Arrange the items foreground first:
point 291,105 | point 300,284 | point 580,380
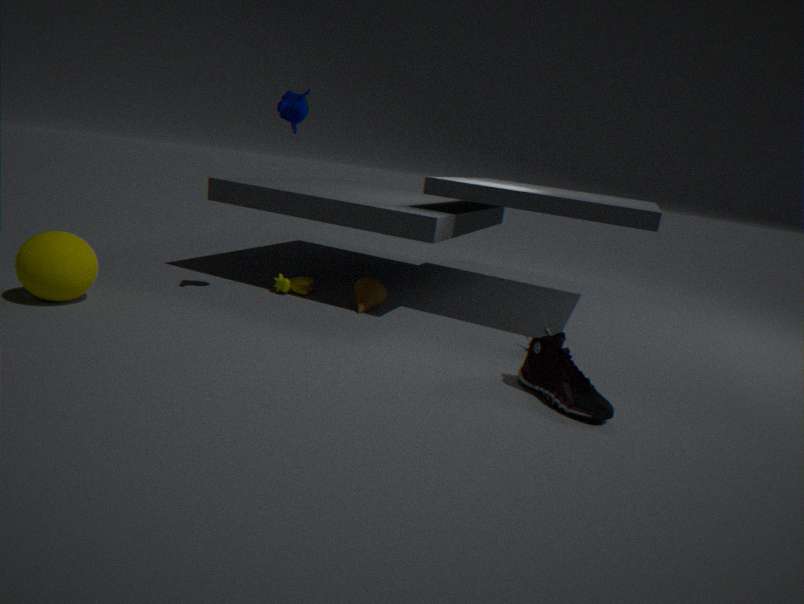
point 580,380 → point 291,105 → point 300,284
